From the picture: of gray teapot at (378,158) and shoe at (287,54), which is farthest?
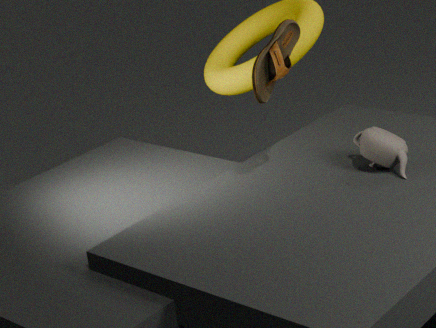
gray teapot at (378,158)
